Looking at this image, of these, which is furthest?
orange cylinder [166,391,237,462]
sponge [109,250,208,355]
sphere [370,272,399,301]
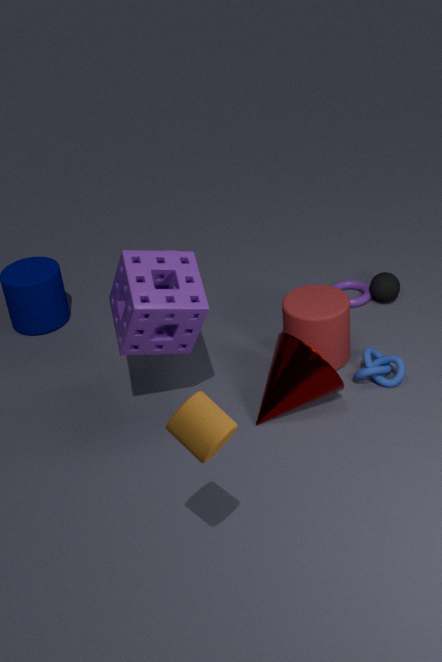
sphere [370,272,399,301]
